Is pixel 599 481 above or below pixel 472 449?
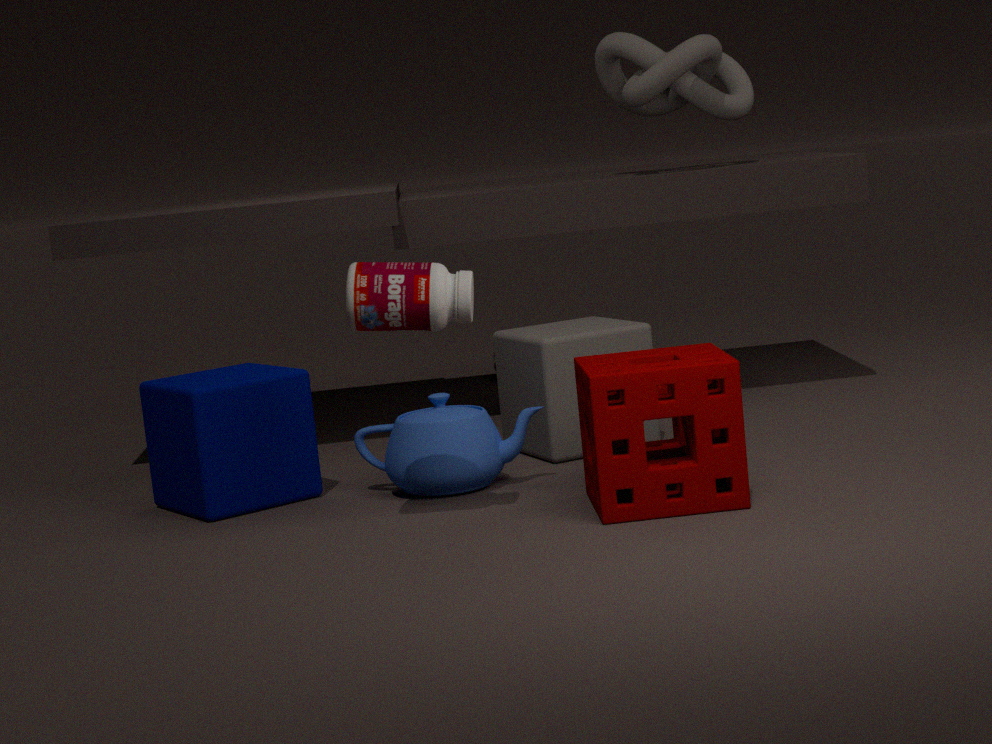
above
